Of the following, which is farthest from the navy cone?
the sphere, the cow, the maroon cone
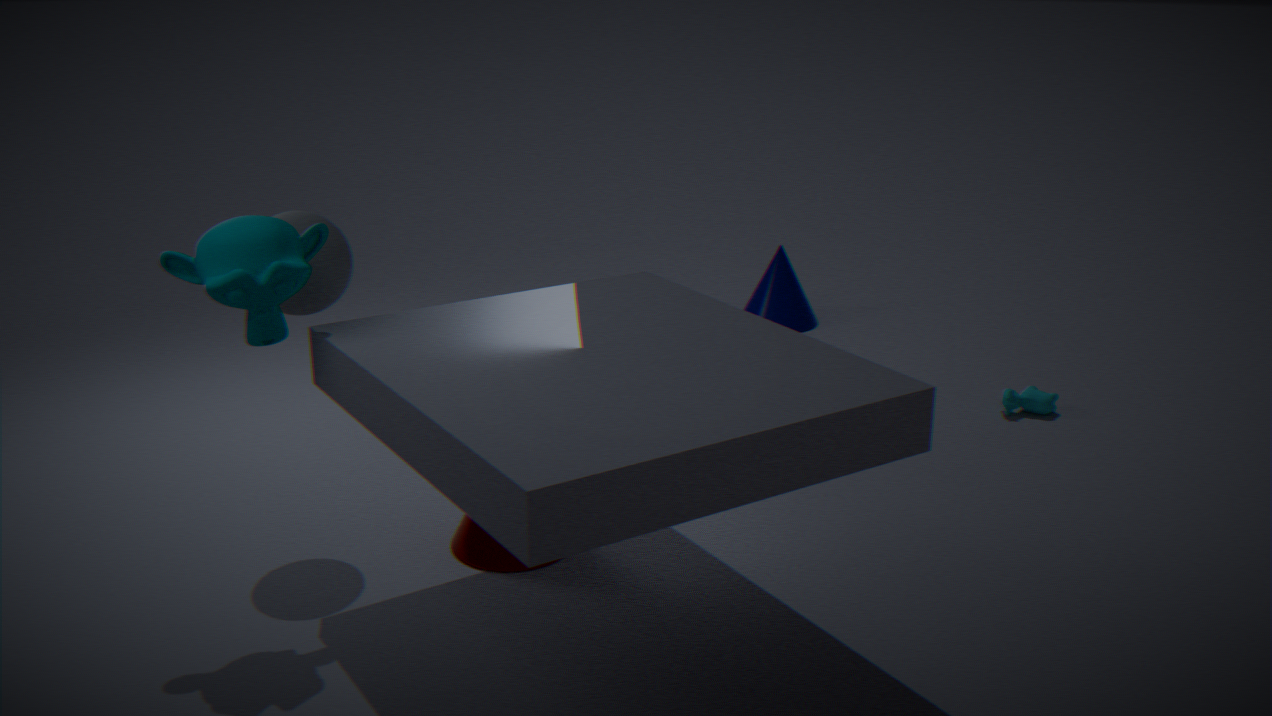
the sphere
